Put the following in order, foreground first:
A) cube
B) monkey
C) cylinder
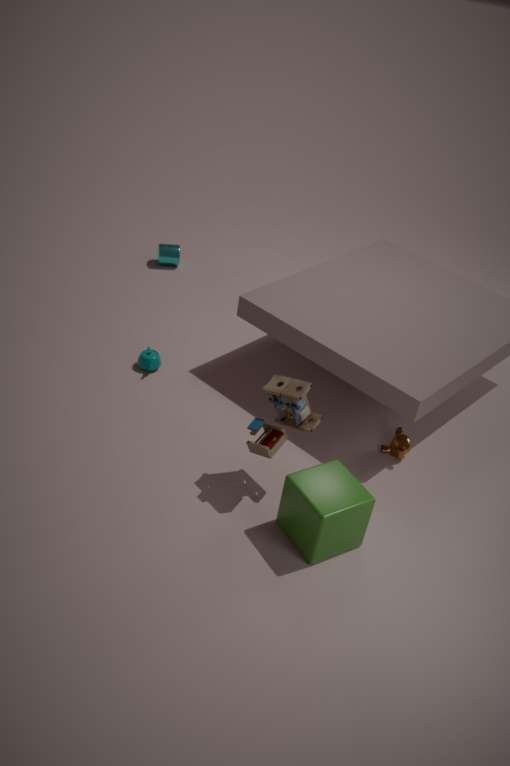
cube → monkey → cylinder
